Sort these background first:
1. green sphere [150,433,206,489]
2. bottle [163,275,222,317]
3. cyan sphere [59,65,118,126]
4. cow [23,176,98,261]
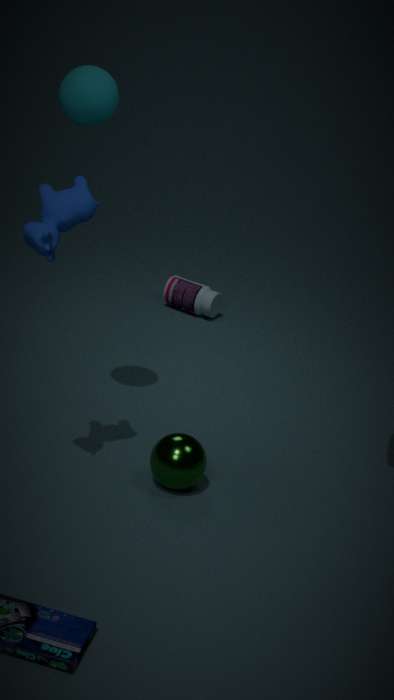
bottle [163,275,222,317] → green sphere [150,433,206,489] → cyan sphere [59,65,118,126] → cow [23,176,98,261]
